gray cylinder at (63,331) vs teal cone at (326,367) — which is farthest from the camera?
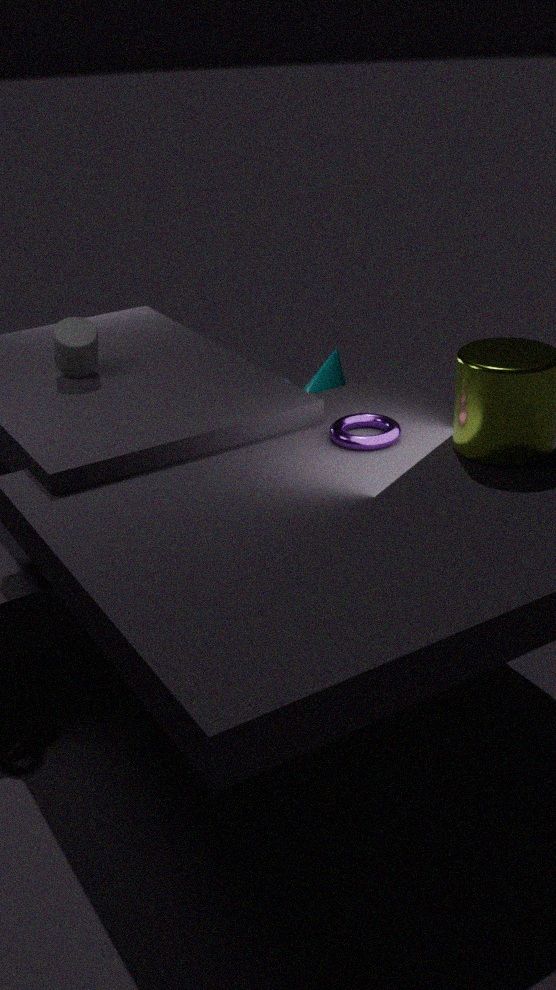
teal cone at (326,367)
